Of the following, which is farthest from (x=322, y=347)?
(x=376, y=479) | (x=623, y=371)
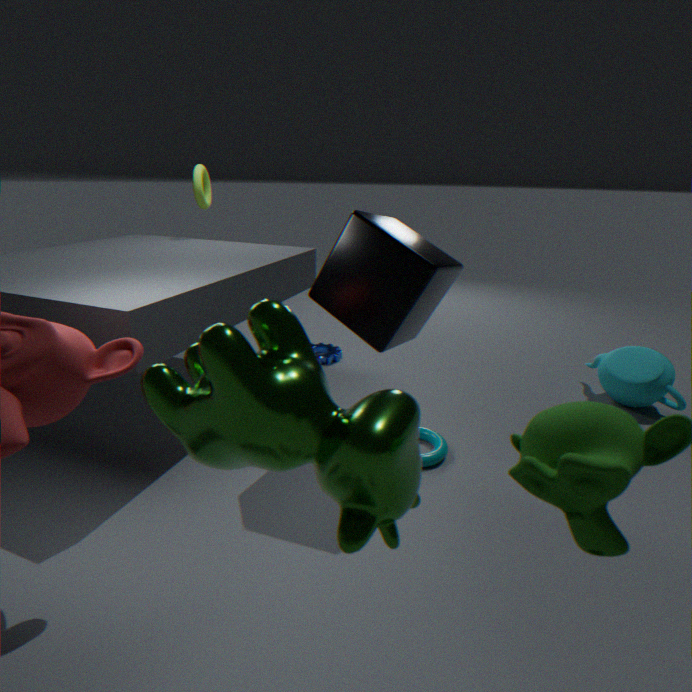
(x=376, y=479)
